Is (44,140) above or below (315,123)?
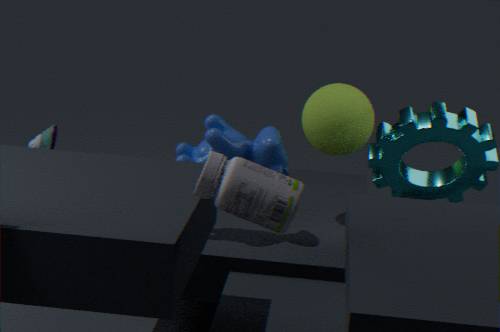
below
